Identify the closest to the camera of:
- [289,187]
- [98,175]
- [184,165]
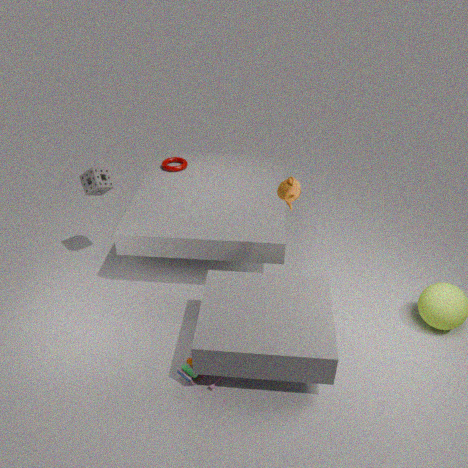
[289,187]
